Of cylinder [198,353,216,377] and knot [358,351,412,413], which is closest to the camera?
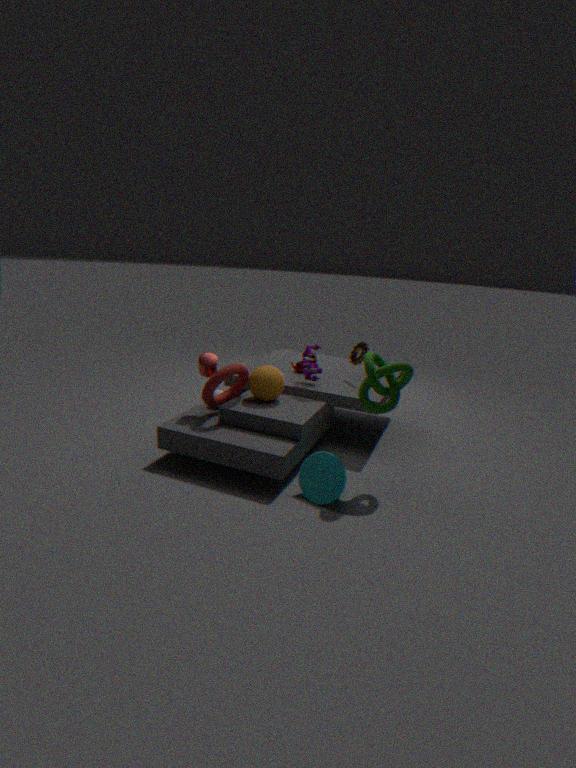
knot [358,351,412,413]
